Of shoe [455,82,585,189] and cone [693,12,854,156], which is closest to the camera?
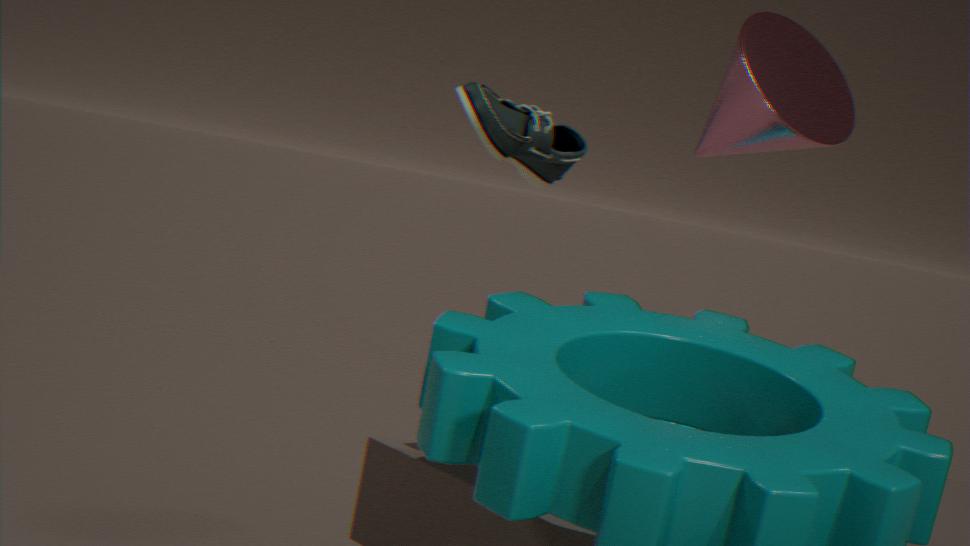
cone [693,12,854,156]
